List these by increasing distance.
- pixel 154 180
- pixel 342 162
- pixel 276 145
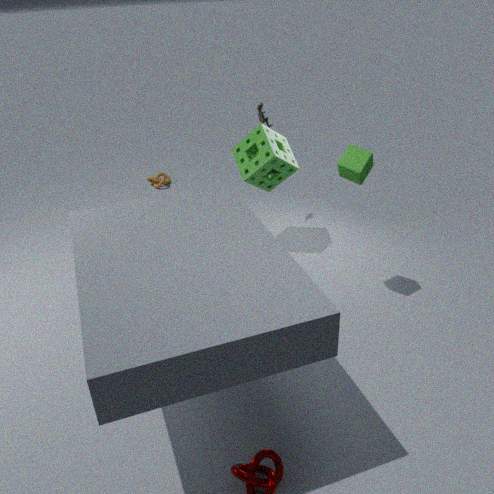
1. pixel 342 162
2. pixel 276 145
3. pixel 154 180
